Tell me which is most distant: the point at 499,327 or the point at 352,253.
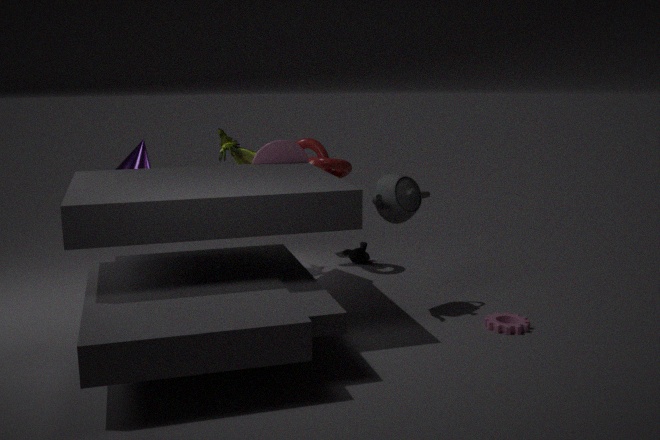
the point at 352,253
